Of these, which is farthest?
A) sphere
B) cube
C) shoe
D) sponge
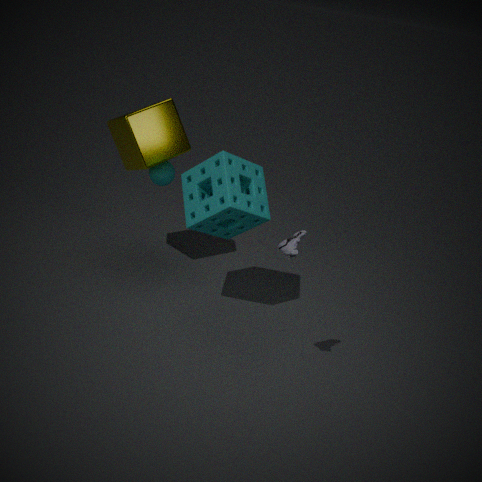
sphere
